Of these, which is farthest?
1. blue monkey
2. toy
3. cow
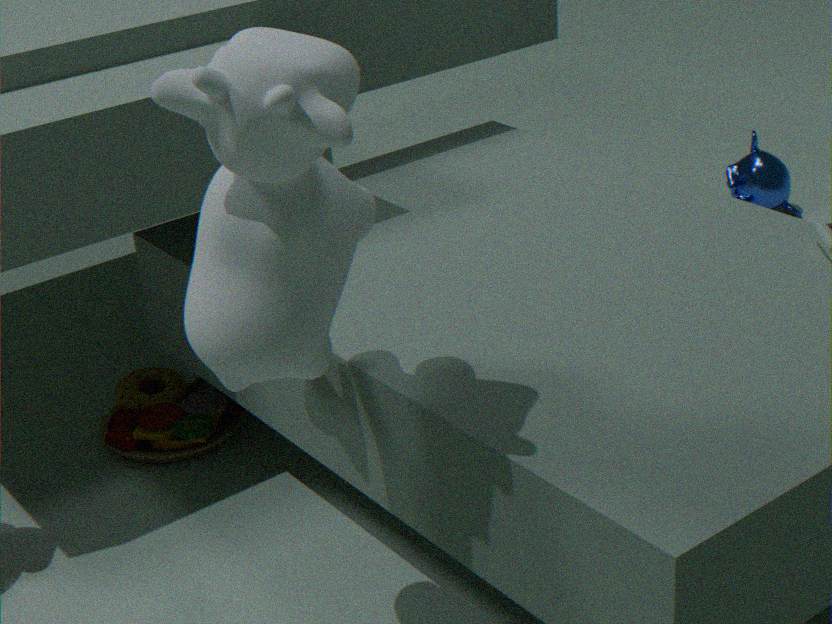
blue monkey
